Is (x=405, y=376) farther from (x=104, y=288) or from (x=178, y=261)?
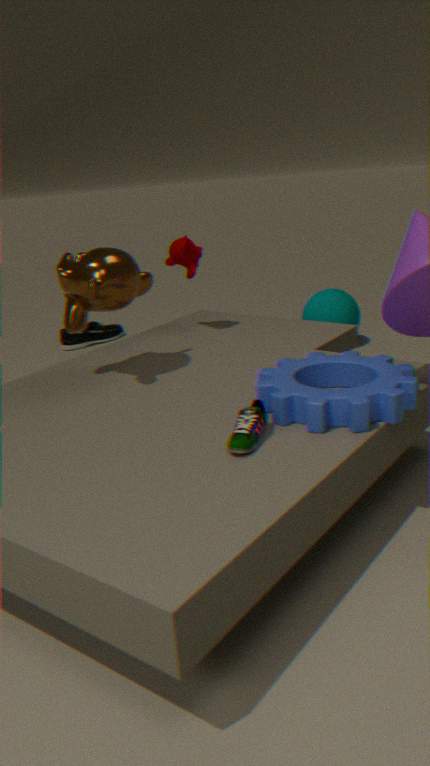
(x=178, y=261)
